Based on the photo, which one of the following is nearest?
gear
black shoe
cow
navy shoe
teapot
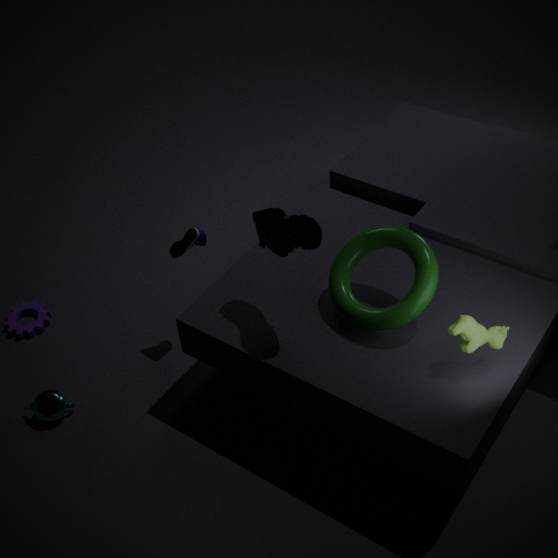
cow
